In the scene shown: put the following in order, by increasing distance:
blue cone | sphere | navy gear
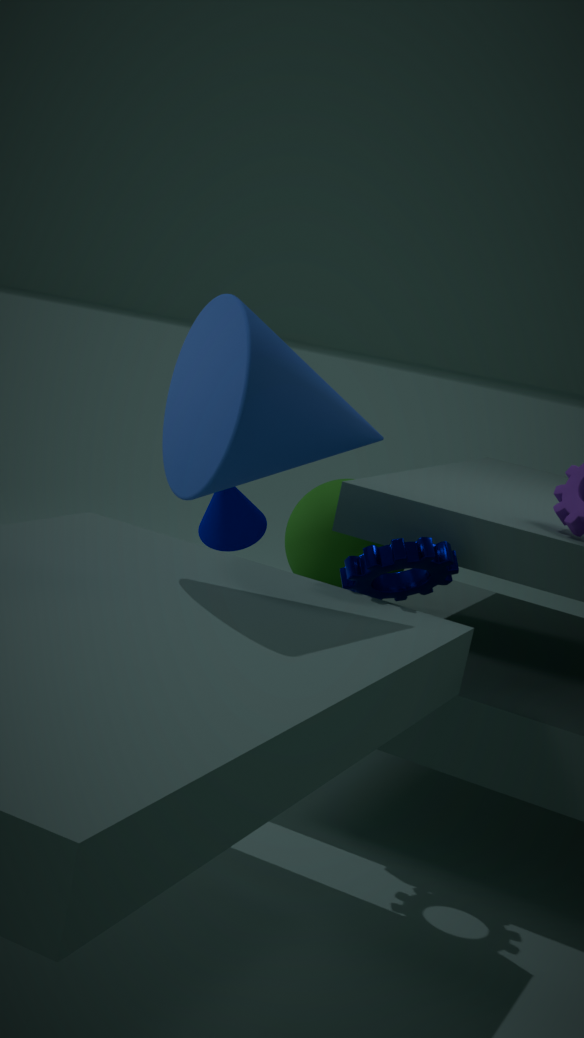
1. blue cone
2. navy gear
3. sphere
